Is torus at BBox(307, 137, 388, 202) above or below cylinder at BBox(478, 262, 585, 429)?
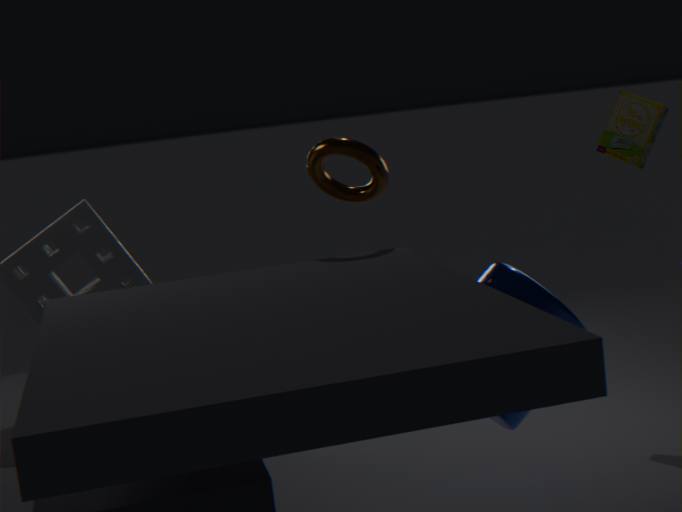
above
